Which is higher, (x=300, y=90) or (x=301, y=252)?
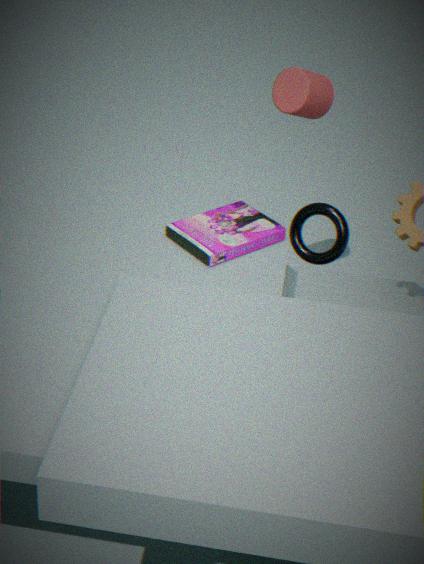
(x=300, y=90)
